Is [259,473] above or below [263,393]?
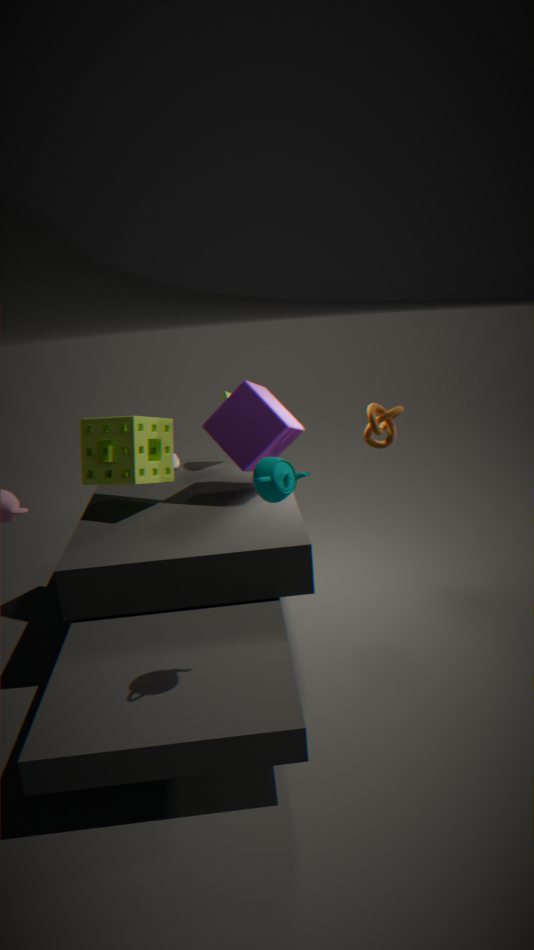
above
